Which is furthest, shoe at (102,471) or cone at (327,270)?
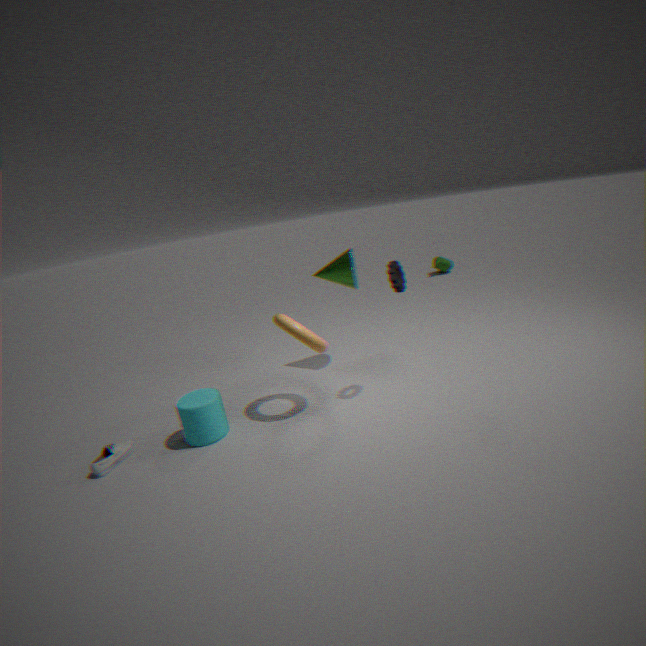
cone at (327,270)
